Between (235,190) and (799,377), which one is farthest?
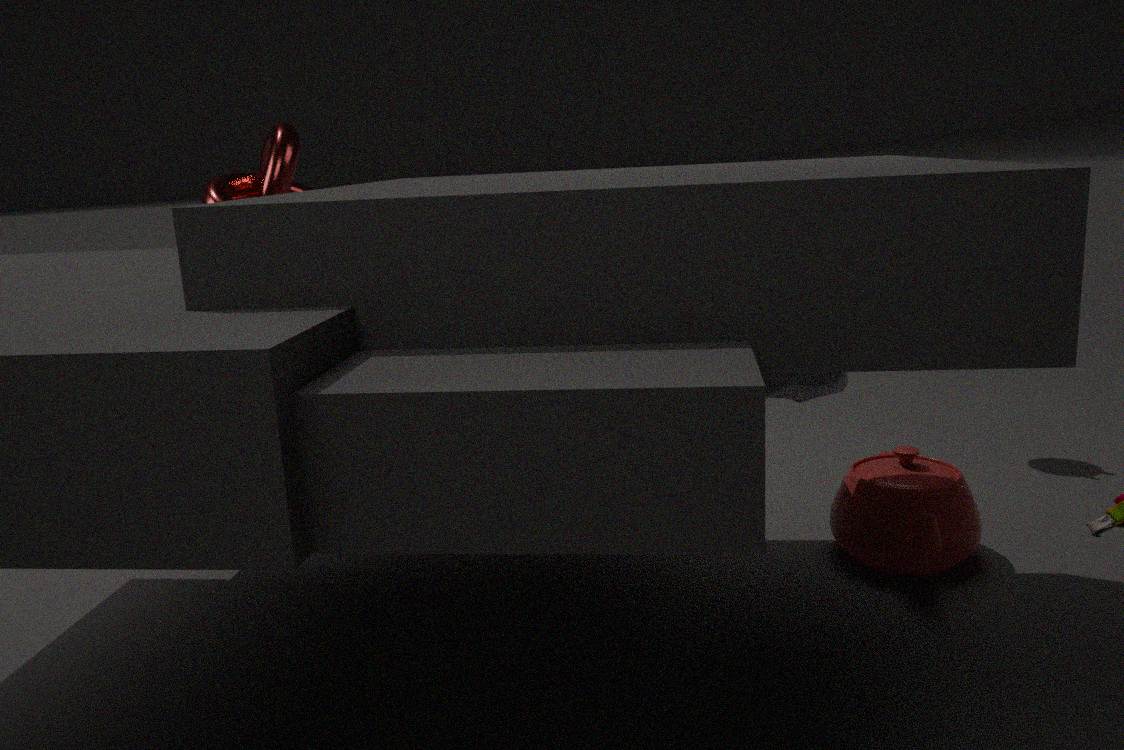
(235,190)
